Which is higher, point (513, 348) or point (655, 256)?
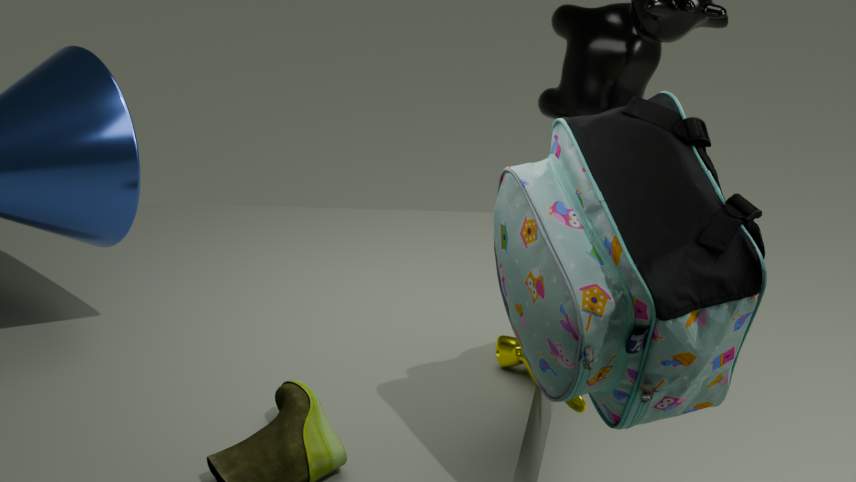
point (655, 256)
